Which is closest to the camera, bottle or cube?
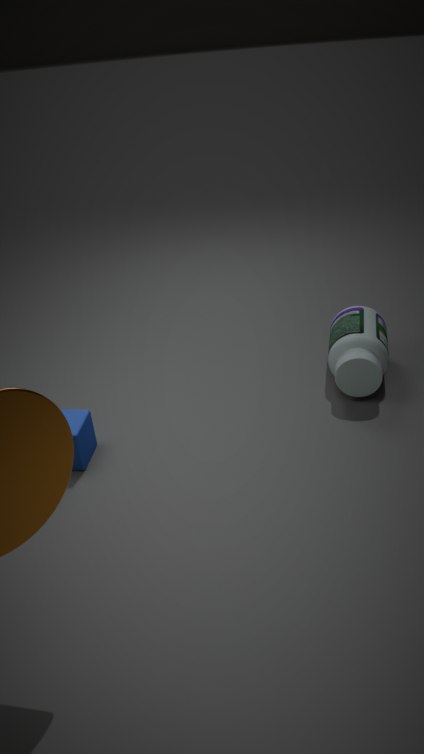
cube
